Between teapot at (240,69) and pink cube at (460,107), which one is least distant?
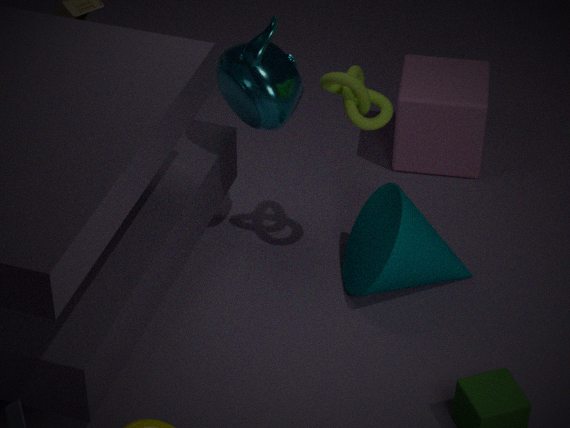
teapot at (240,69)
